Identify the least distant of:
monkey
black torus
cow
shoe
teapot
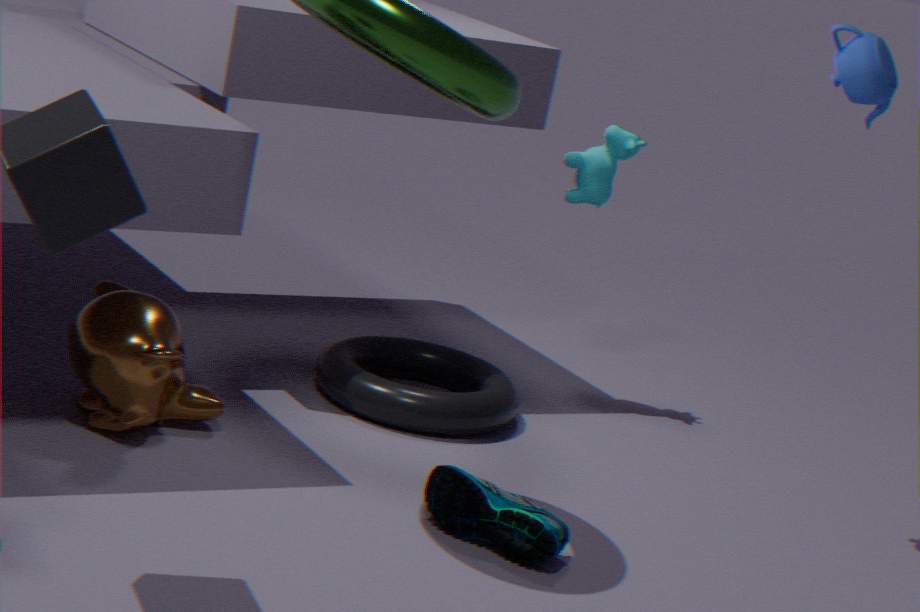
shoe
